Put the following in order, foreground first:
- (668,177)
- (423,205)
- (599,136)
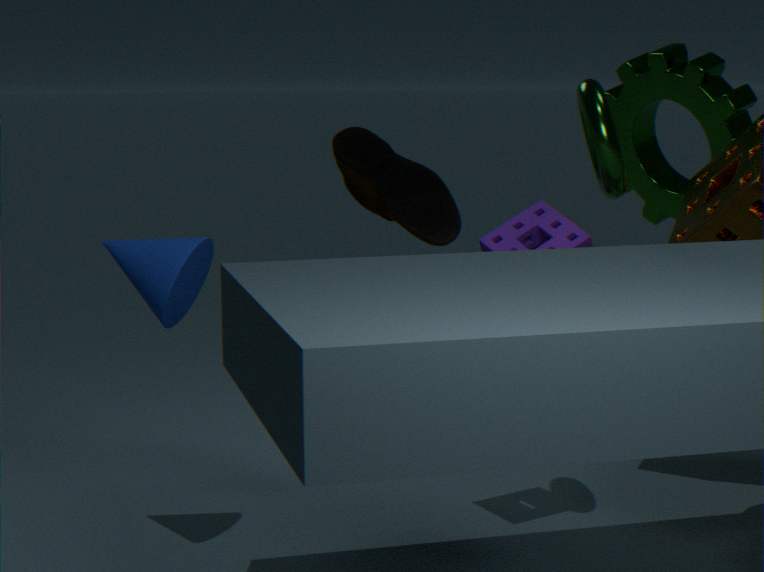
(599,136)
(423,205)
(668,177)
